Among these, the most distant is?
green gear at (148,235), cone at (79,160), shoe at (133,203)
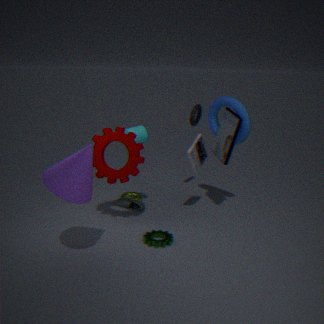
shoe at (133,203)
